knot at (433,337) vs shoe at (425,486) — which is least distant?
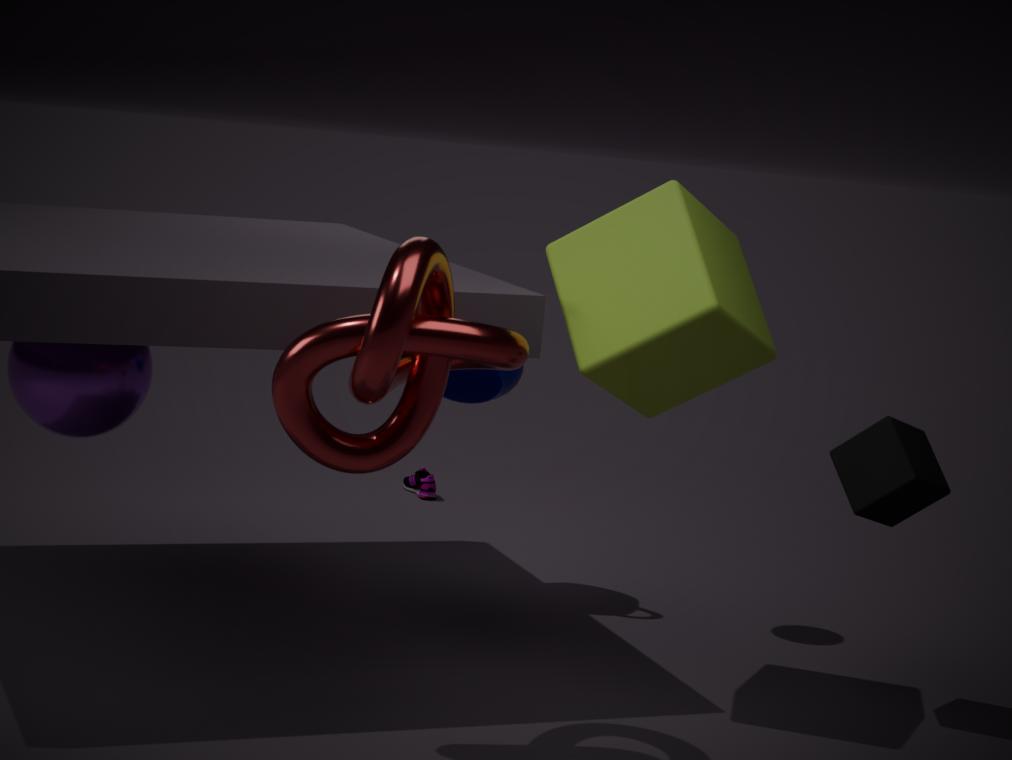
knot at (433,337)
